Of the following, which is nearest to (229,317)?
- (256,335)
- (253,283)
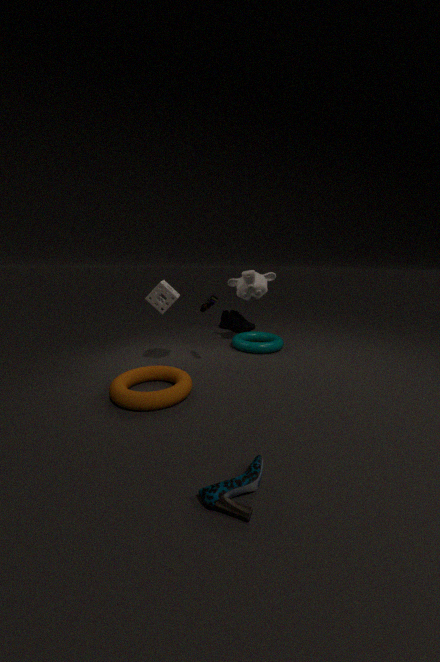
(256,335)
